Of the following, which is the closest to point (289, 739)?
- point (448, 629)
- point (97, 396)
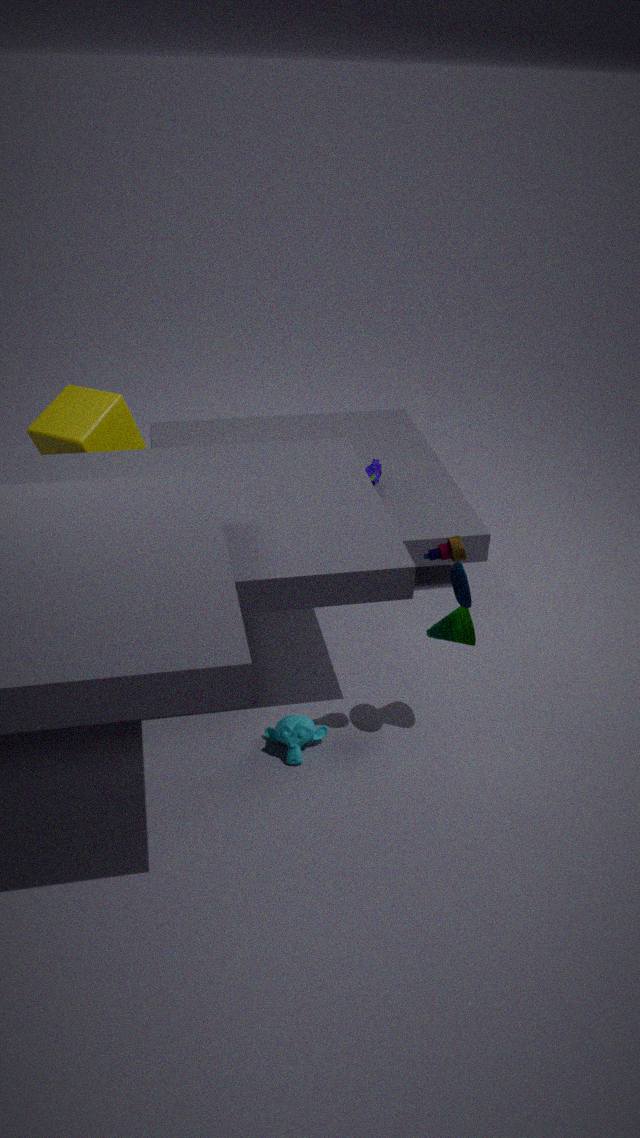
point (448, 629)
